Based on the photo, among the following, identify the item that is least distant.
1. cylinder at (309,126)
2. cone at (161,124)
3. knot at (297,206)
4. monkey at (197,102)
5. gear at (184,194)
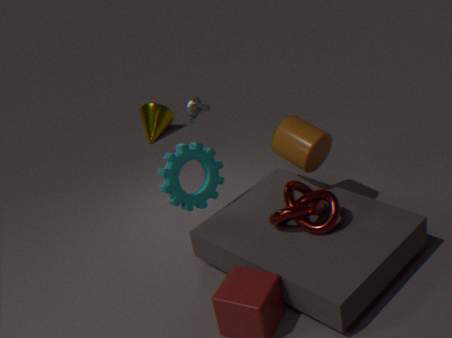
knot at (297,206)
